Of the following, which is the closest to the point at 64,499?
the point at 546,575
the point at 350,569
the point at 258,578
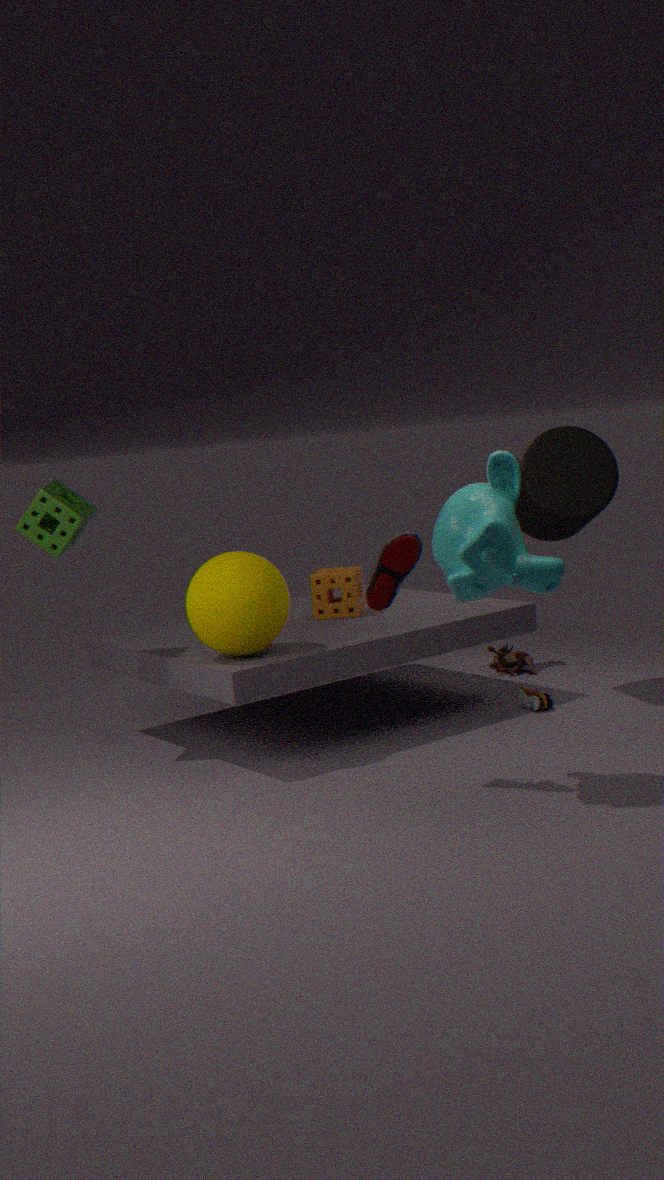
the point at 258,578
